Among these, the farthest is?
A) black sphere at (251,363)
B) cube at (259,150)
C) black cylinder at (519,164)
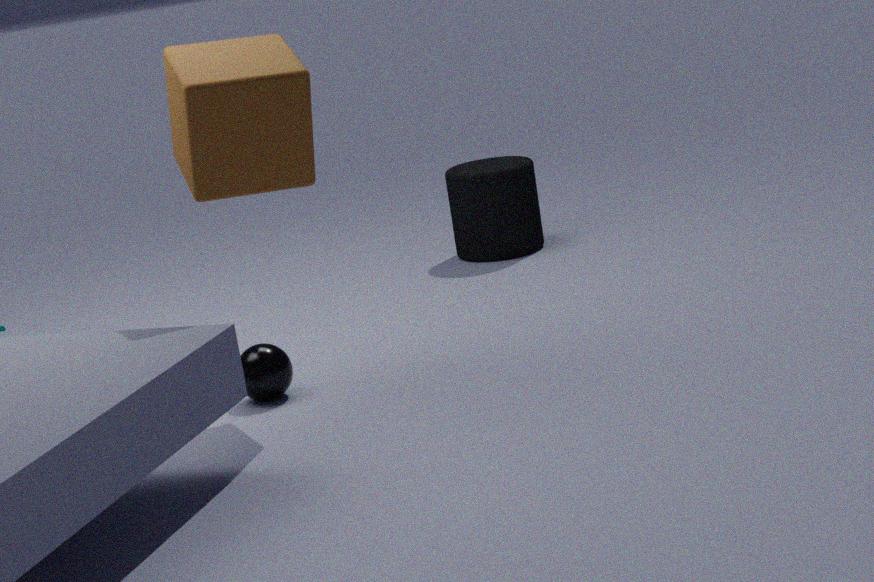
black cylinder at (519,164)
